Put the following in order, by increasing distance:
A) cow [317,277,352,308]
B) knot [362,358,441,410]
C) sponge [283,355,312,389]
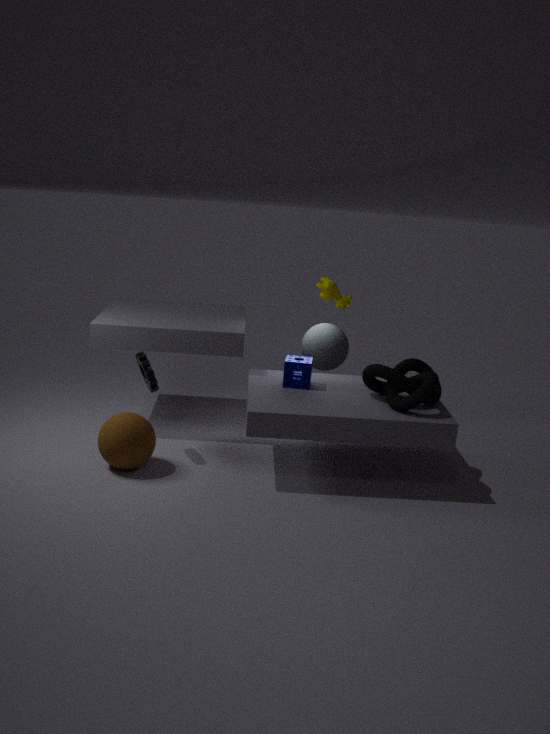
knot [362,358,441,410]
cow [317,277,352,308]
sponge [283,355,312,389]
